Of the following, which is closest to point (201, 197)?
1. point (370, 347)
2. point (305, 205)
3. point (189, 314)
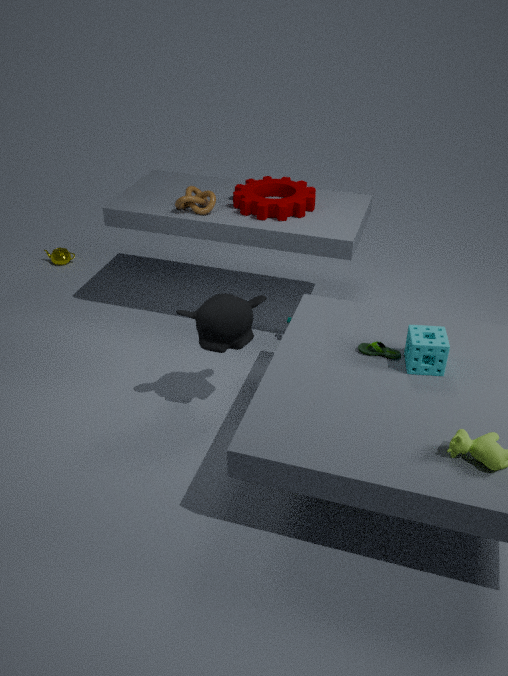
point (305, 205)
